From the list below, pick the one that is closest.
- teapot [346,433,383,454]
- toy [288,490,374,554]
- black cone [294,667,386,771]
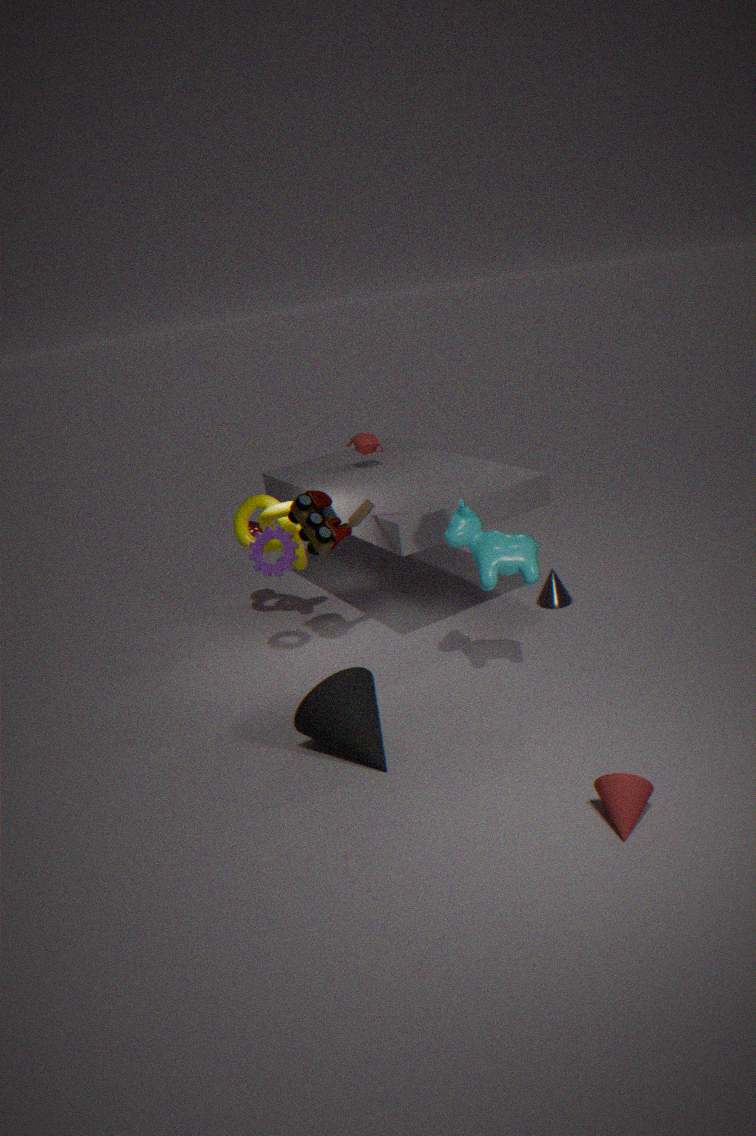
black cone [294,667,386,771]
